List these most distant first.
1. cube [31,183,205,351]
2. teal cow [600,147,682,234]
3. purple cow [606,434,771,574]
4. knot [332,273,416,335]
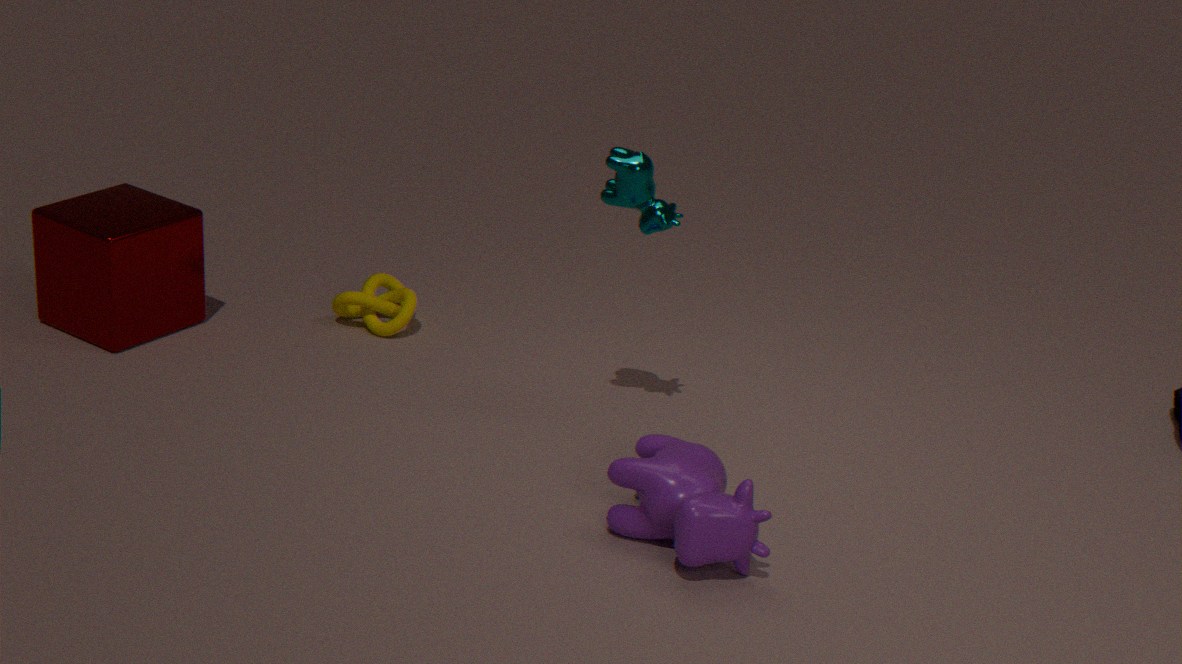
knot [332,273,416,335] → cube [31,183,205,351] → teal cow [600,147,682,234] → purple cow [606,434,771,574]
